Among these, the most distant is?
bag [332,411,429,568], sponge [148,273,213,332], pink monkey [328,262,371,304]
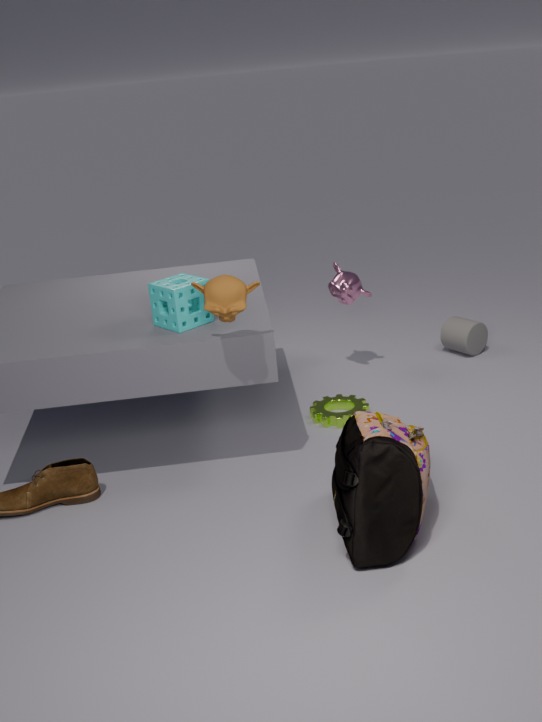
pink monkey [328,262,371,304]
